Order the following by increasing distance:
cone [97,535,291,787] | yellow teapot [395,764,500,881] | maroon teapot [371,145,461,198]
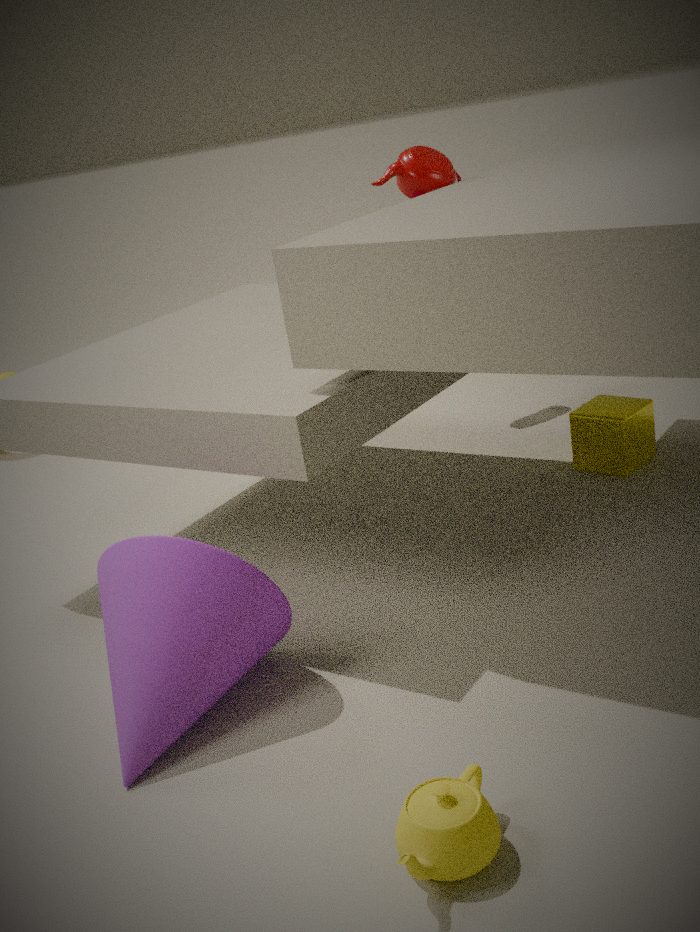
yellow teapot [395,764,500,881]
cone [97,535,291,787]
maroon teapot [371,145,461,198]
